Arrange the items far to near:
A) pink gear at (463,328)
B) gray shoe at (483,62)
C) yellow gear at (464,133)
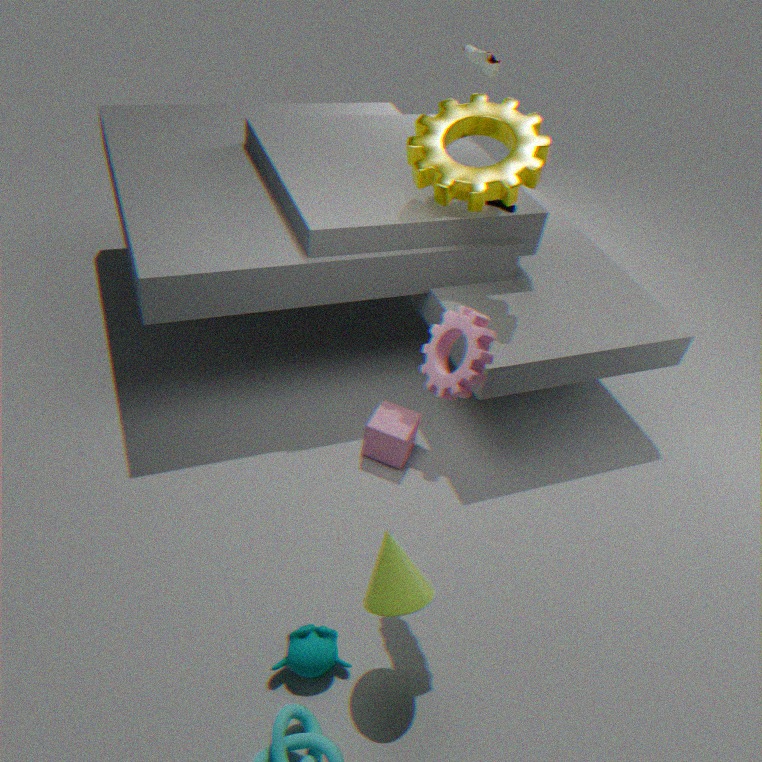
gray shoe at (483,62) < yellow gear at (464,133) < pink gear at (463,328)
